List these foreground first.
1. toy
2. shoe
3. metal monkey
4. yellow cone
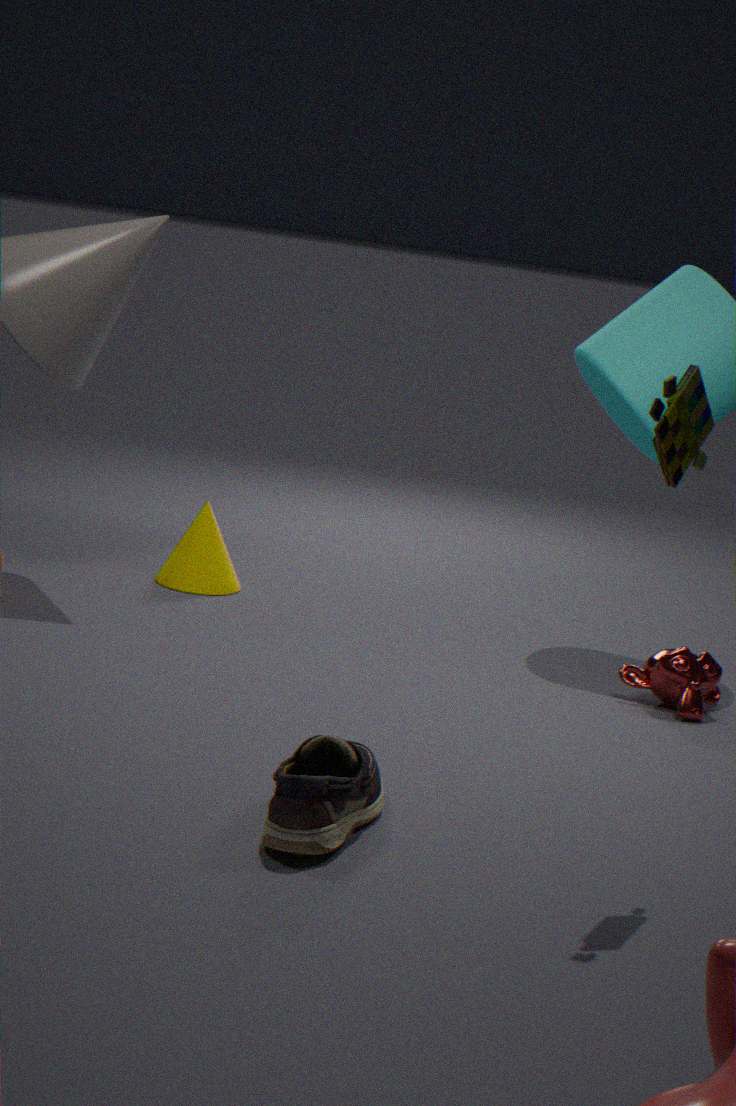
shoe → toy → metal monkey → yellow cone
